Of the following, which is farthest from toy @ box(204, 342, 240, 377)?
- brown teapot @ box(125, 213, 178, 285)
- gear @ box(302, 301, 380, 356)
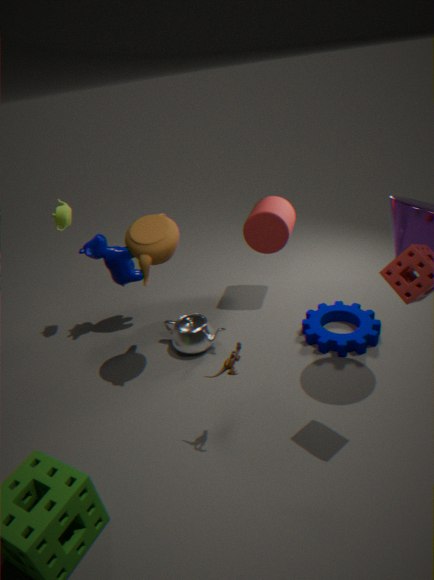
gear @ box(302, 301, 380, 356)
